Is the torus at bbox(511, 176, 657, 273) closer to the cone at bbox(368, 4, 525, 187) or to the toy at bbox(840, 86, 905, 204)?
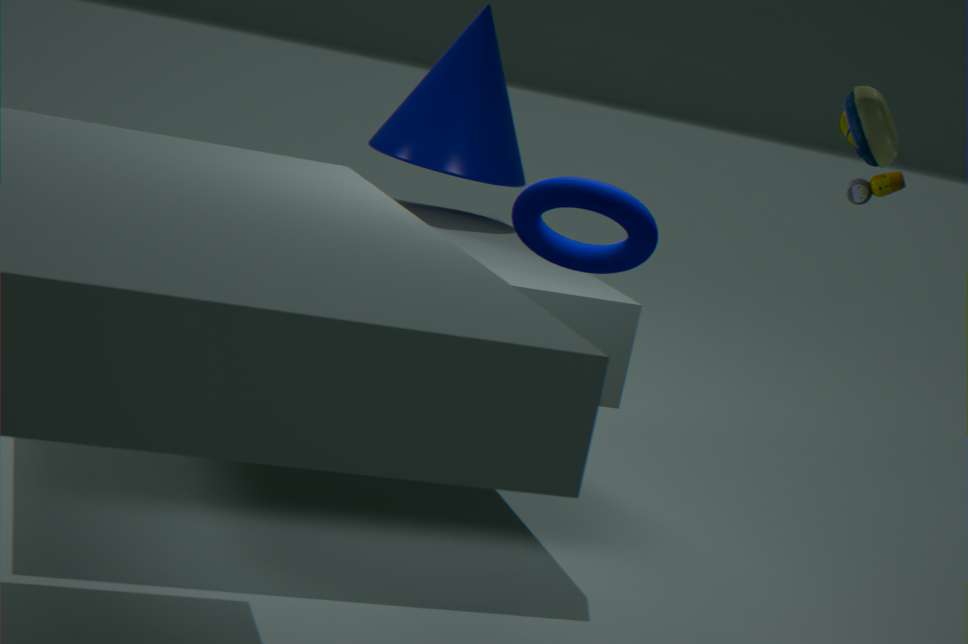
the toy at bbox(840, 86, 905, 204)
